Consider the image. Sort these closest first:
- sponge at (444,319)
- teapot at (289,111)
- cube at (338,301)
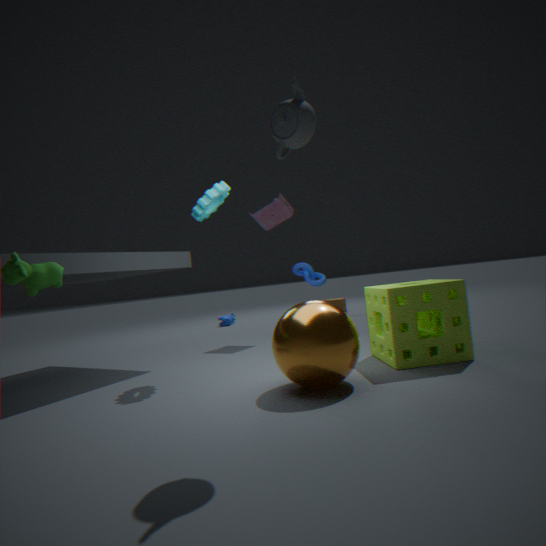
teapot at (289,111), sponge at (444,319), cube at (338,301)
